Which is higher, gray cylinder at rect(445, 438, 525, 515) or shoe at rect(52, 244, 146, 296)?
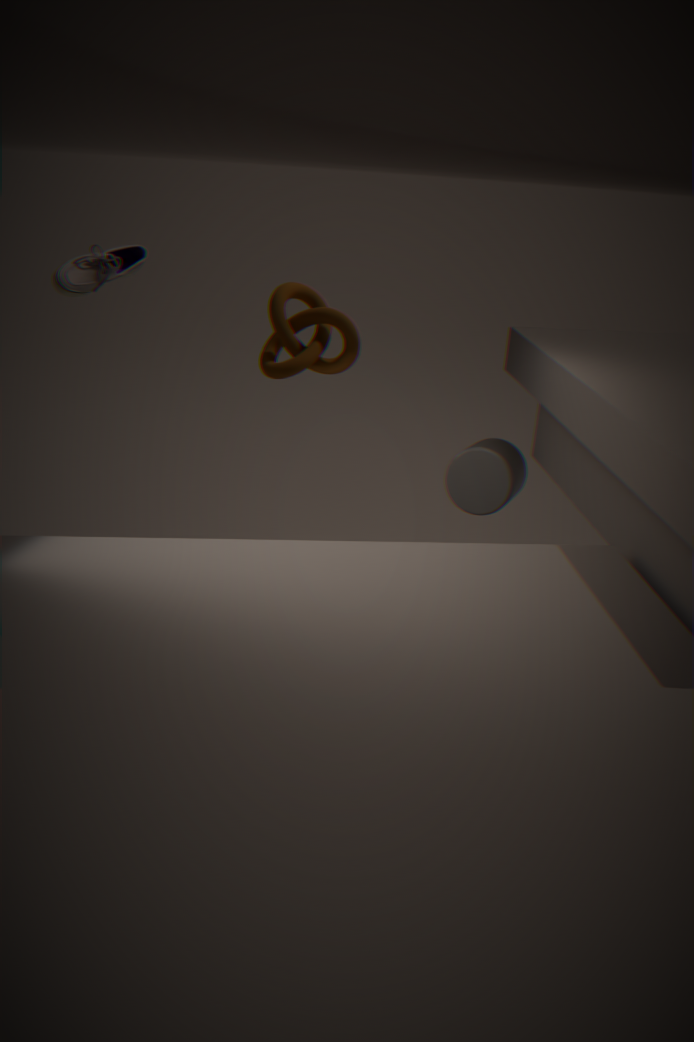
shoe at rect(52, 244, 146, 296)
